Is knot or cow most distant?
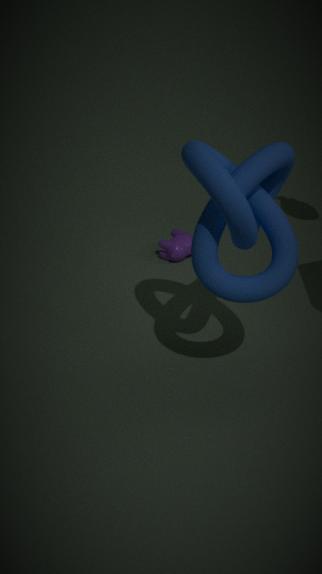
cow
